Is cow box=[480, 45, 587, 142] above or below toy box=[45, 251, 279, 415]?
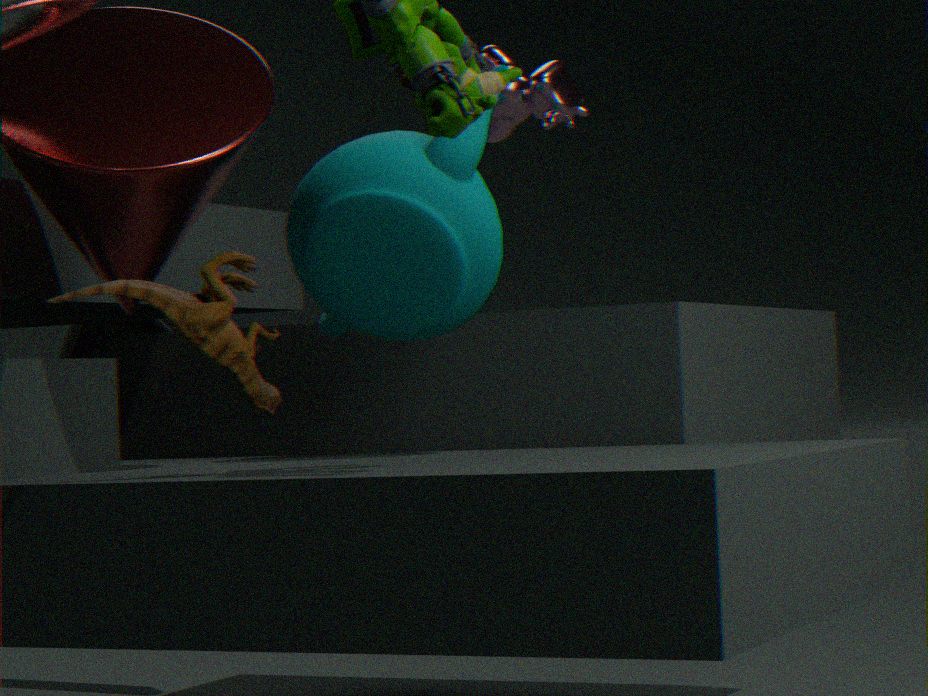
above
